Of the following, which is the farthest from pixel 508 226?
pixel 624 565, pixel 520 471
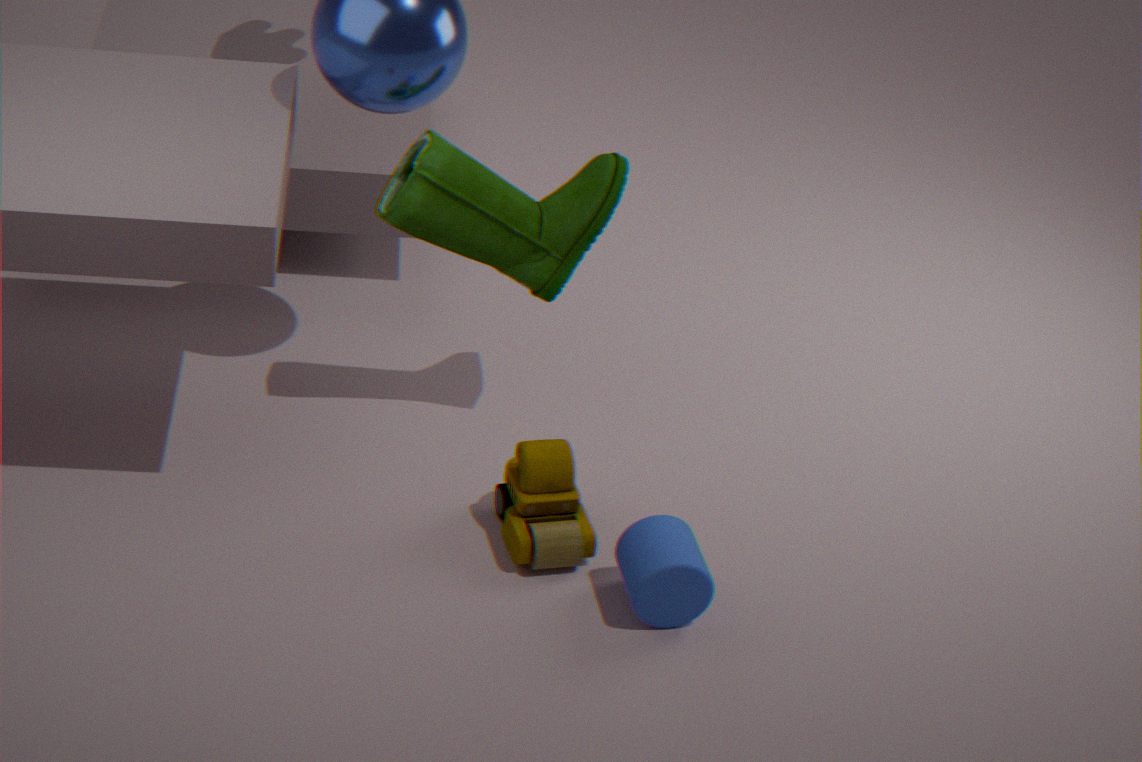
pixel 624 565
